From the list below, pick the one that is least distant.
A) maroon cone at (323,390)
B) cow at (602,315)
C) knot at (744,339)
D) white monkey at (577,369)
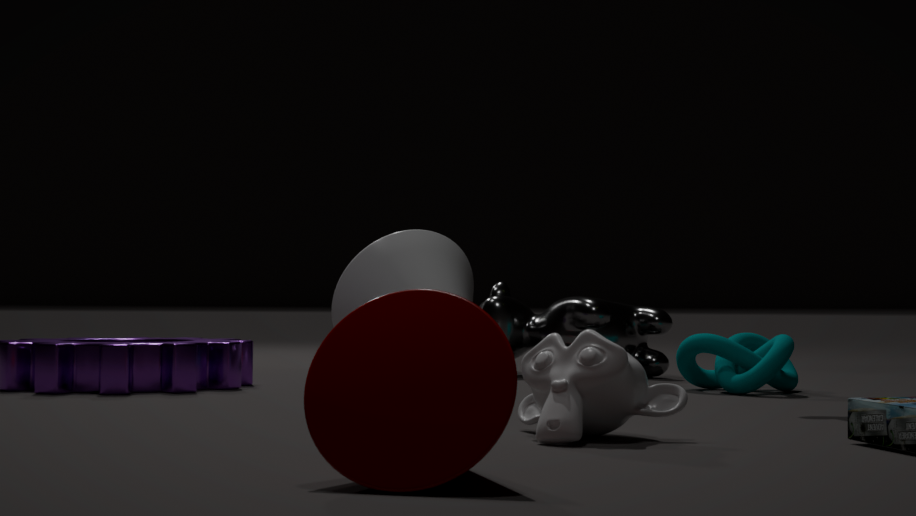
maroon cone at (323,390)
